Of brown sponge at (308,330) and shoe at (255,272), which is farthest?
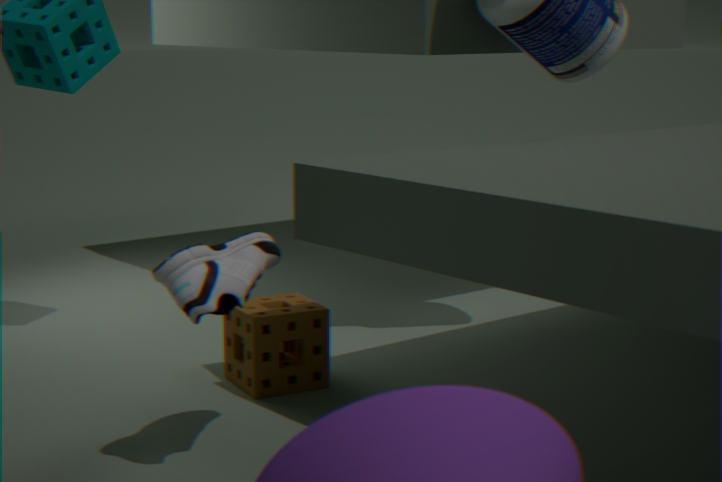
brown sponge at (308,330)
